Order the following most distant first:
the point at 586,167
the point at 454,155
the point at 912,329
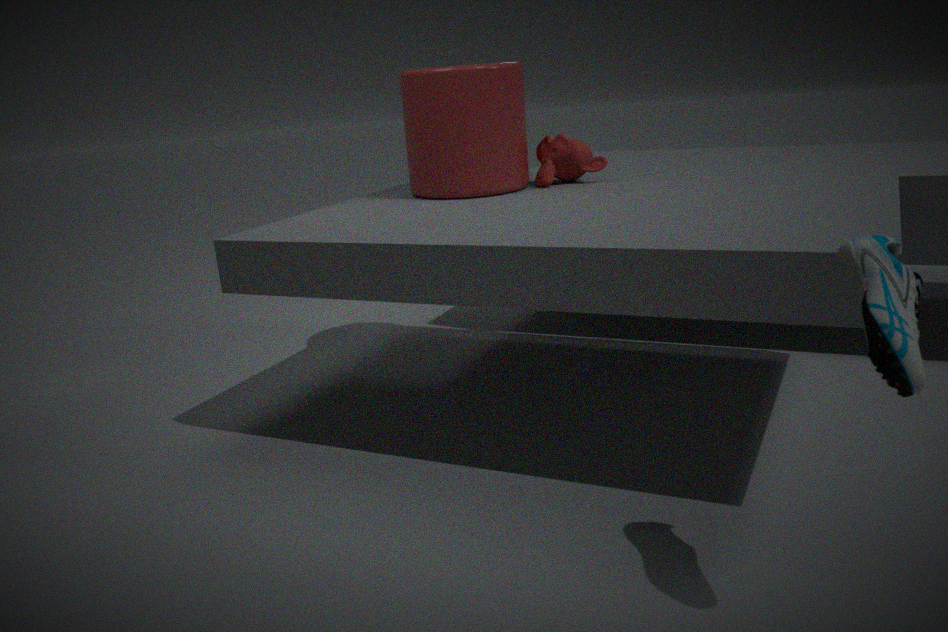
the point at 586,167 → the point at 454,155 → the point at 912,329
